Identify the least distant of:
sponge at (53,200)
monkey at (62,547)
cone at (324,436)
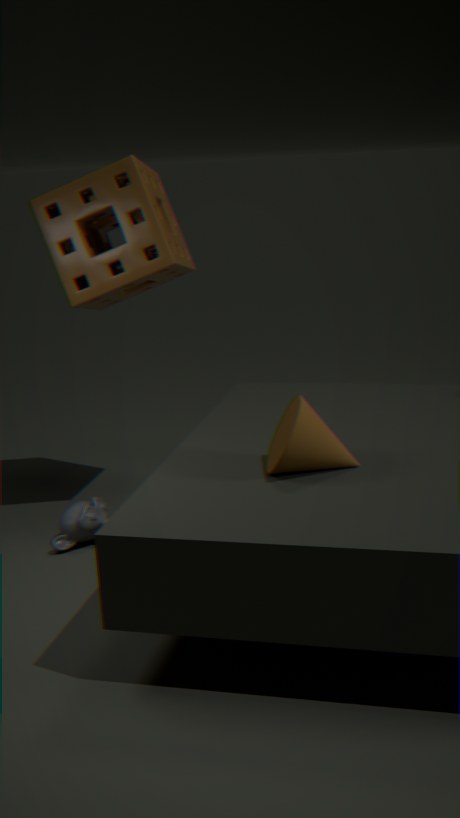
cone at (324,436)
